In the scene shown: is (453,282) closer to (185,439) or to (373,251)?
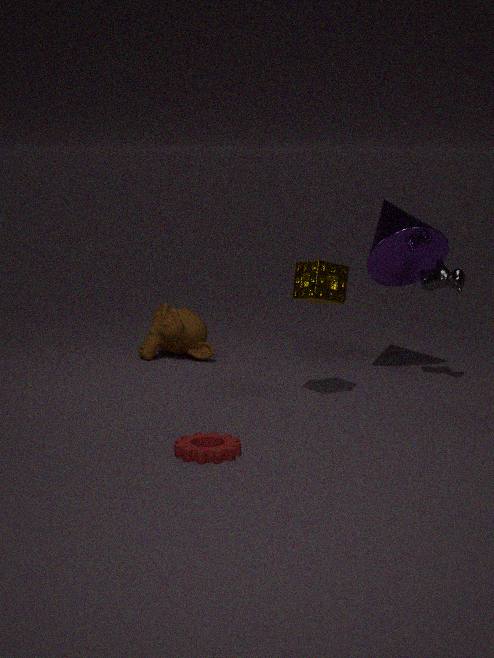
(373,251)
